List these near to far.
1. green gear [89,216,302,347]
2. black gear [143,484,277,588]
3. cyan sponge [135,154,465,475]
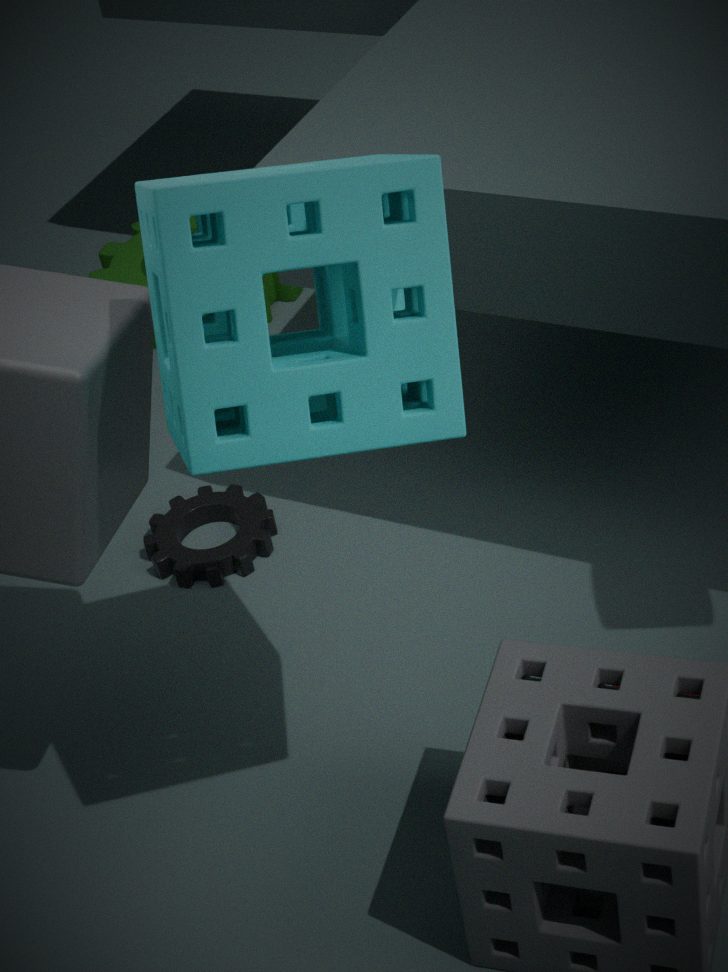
1. cyan sponge [135,154,465,475]
2. black gear [143,484,277,588]
3. green gear [89,216,302,347]
